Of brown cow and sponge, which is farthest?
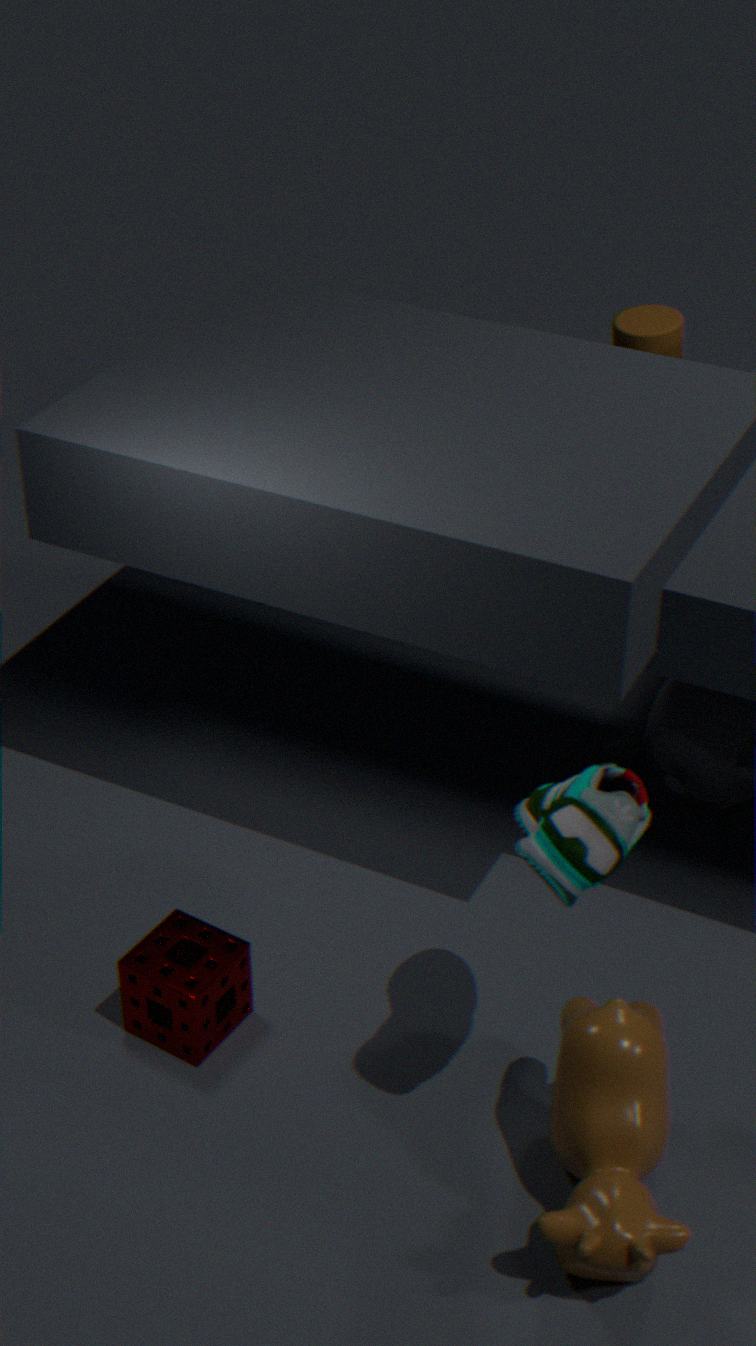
sponge
